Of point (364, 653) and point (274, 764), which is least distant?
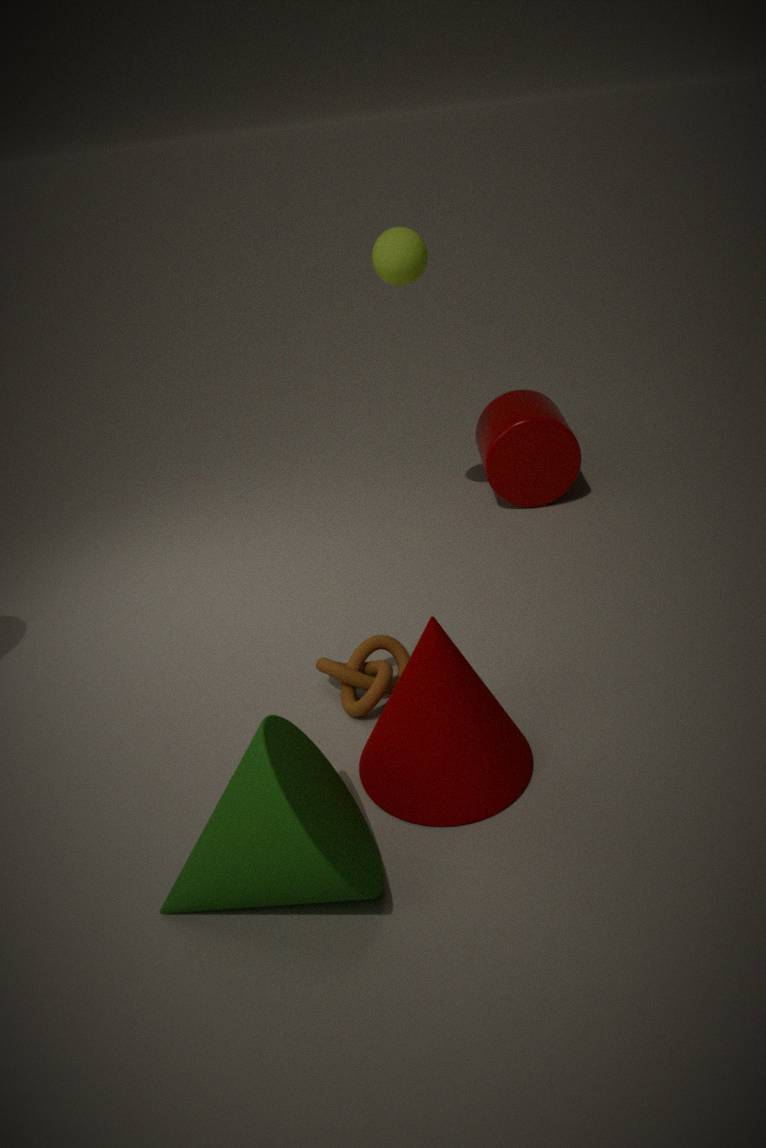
point (274, 764)
